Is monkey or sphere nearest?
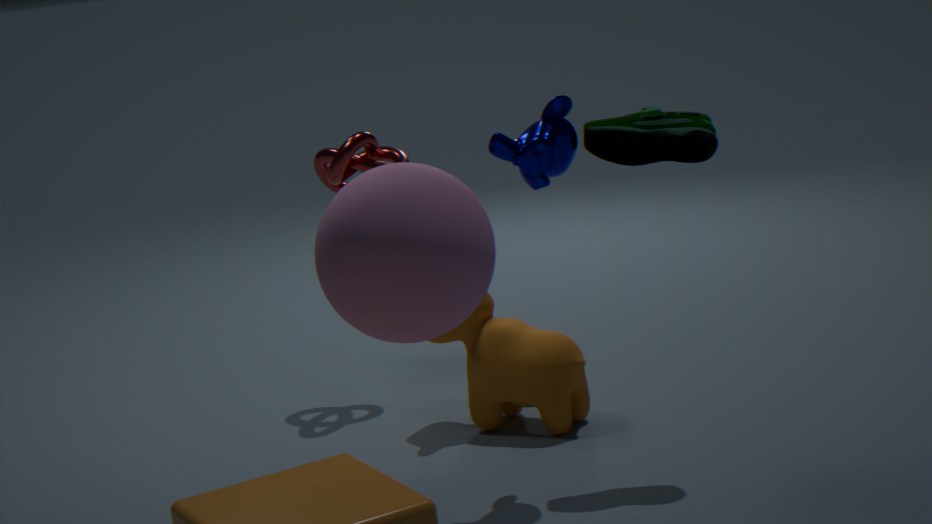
sphere
